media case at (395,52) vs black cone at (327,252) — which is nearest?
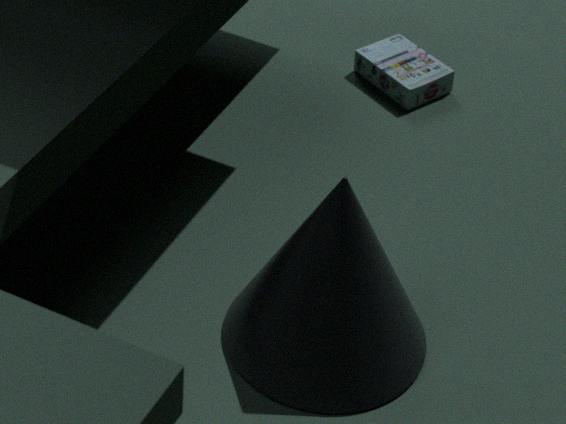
black cone at (327,252)
